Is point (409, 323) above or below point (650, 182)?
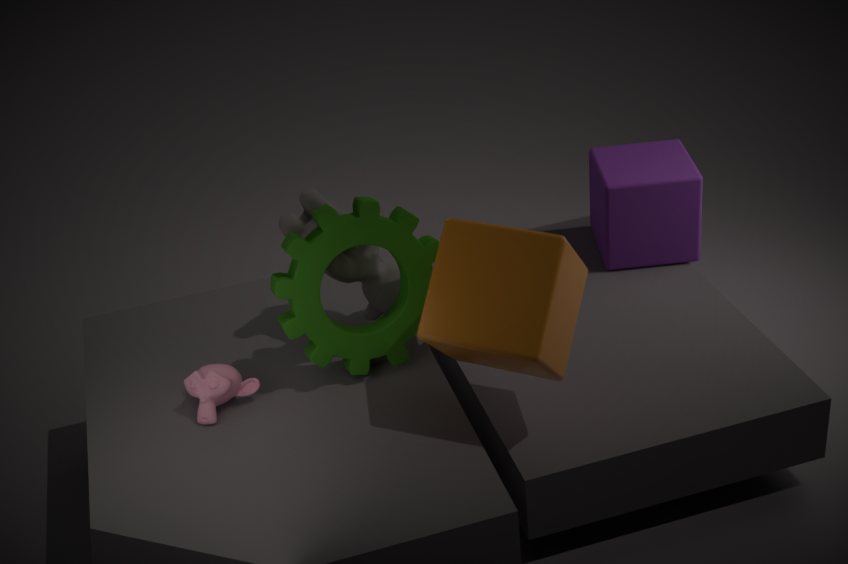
above
